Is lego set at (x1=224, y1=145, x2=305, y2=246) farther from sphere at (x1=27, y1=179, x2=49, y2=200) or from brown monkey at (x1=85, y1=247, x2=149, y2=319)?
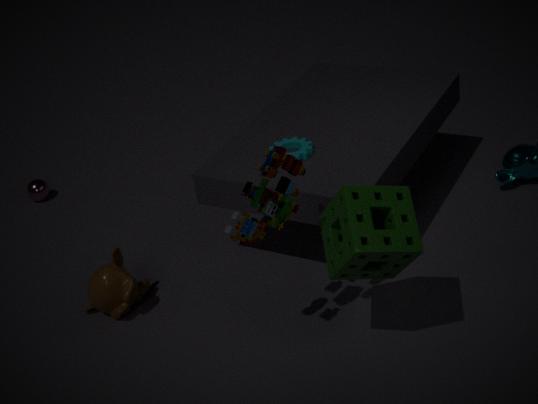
sphere at (x1=27, y1=179, x2=49, y2=200)
